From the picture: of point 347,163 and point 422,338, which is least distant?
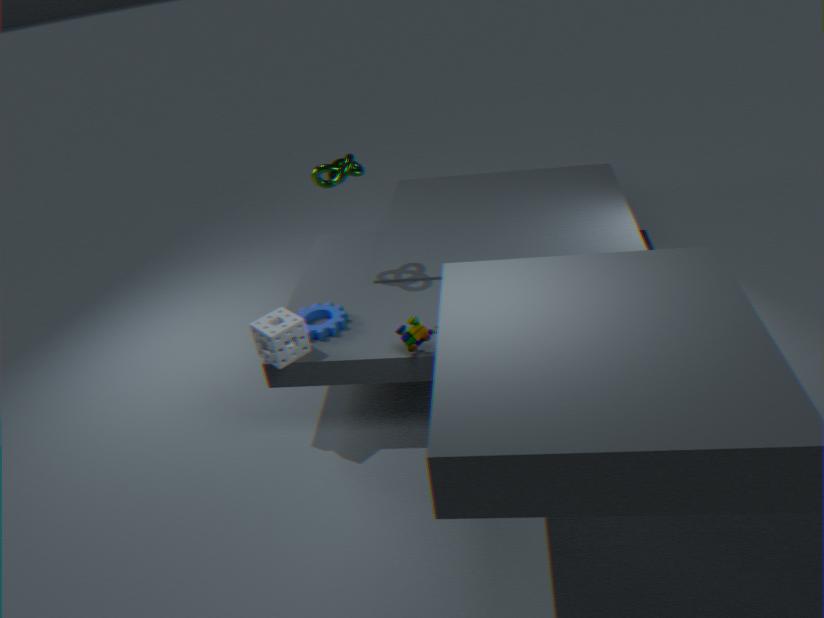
point 422,338
